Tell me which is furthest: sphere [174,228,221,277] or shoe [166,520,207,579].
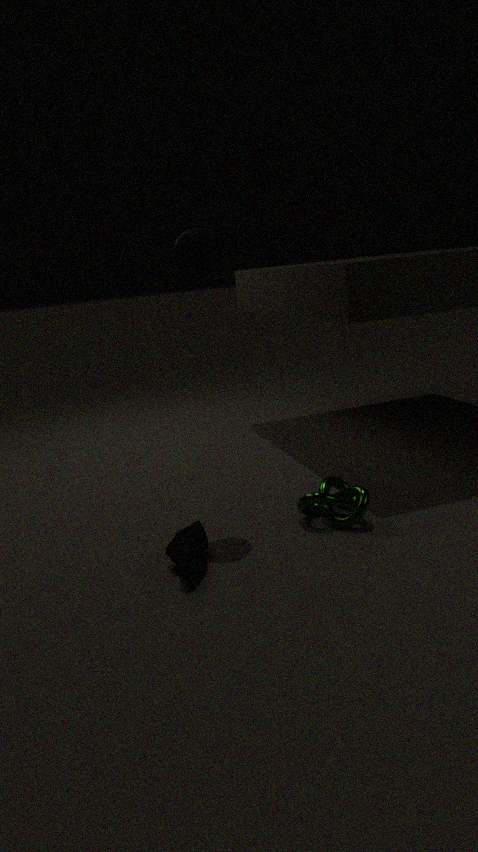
sphere [174,228,221,277]
